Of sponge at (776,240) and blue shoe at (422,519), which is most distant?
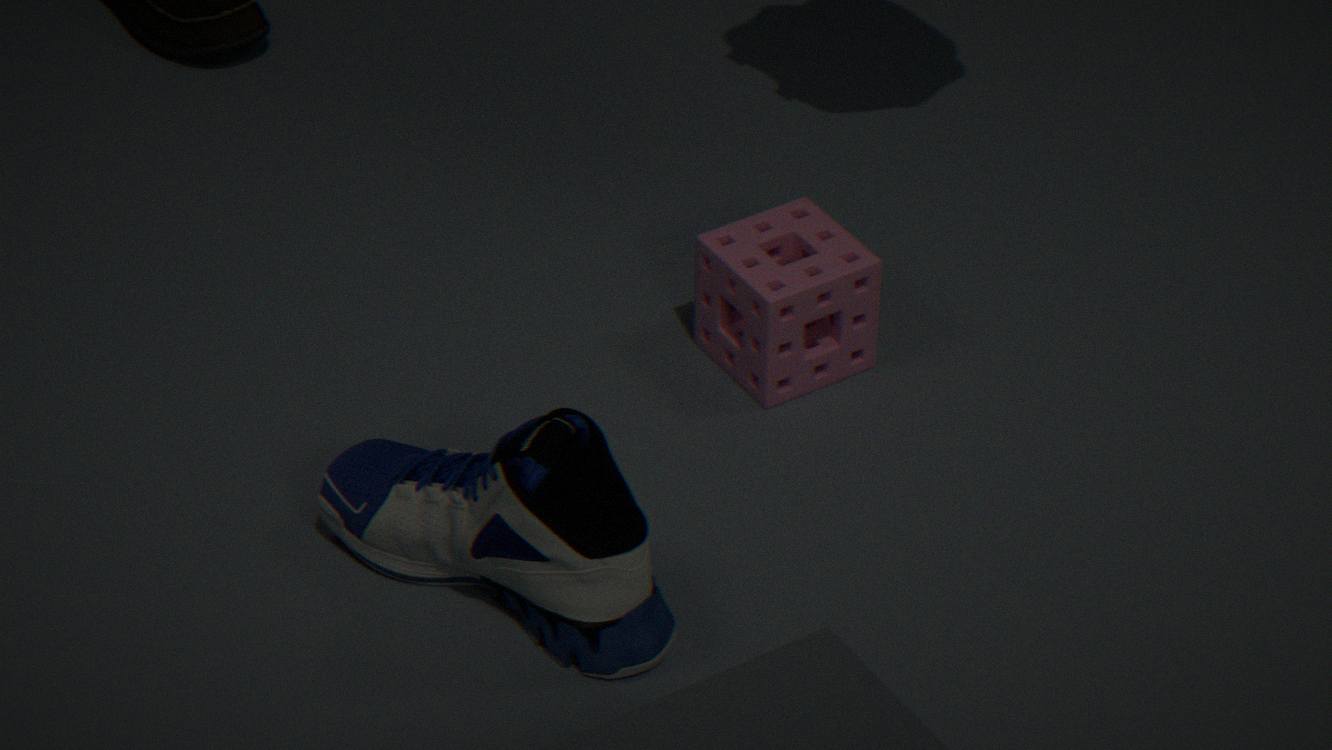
sponge at (776,240)
